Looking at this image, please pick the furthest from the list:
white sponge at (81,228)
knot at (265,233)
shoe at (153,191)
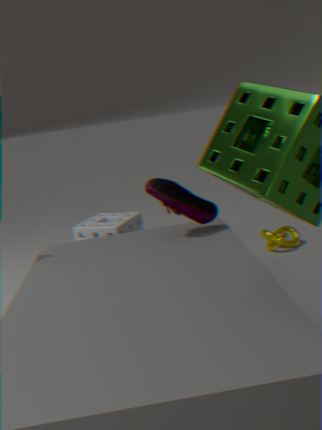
knot at (265,233)
